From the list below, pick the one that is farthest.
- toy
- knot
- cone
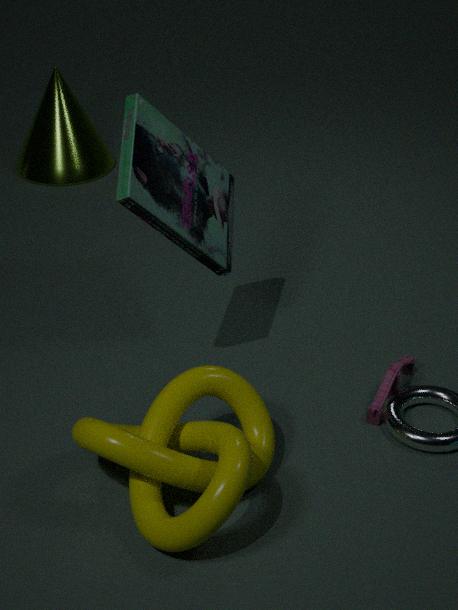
cone
